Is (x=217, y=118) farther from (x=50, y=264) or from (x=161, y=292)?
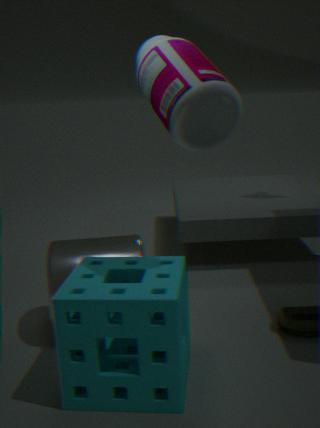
(x=50, y=264)
